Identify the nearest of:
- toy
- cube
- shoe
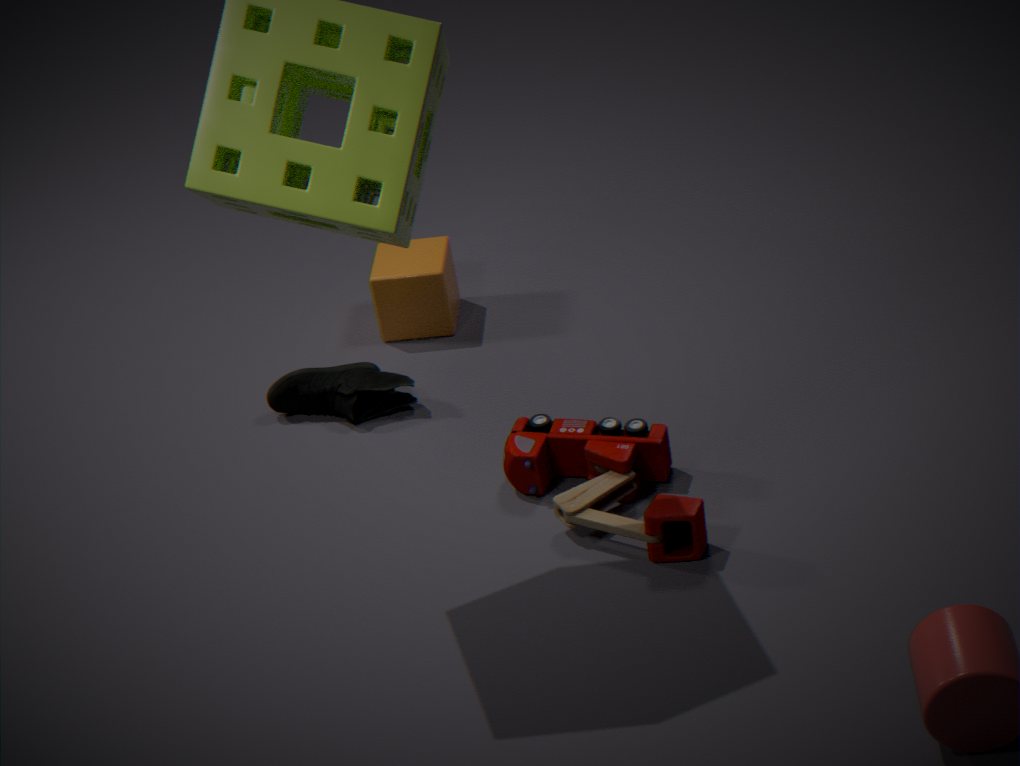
toy
